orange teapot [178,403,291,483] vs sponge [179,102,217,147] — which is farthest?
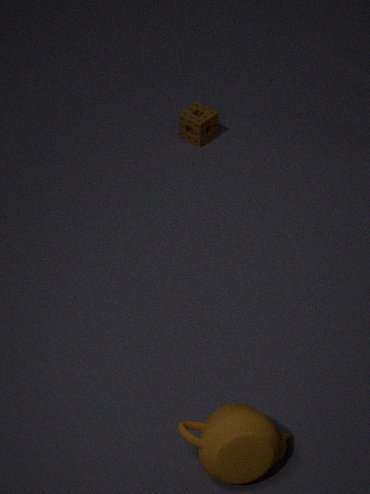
sponge [179,102,217,147]
